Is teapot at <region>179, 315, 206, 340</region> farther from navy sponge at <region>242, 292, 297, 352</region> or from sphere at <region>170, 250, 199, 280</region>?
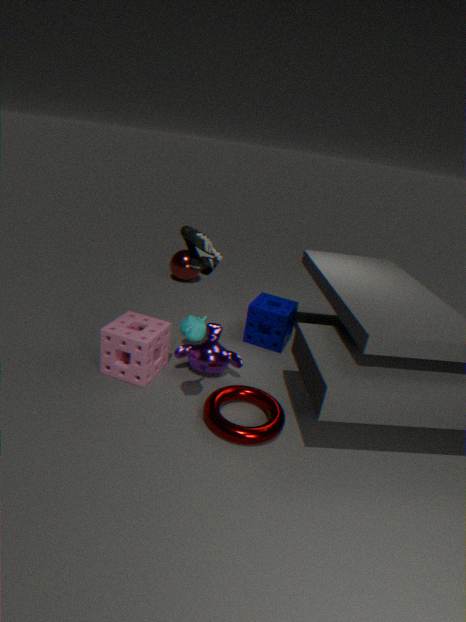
sphere at <region>170, 250, 199, 280</region>
